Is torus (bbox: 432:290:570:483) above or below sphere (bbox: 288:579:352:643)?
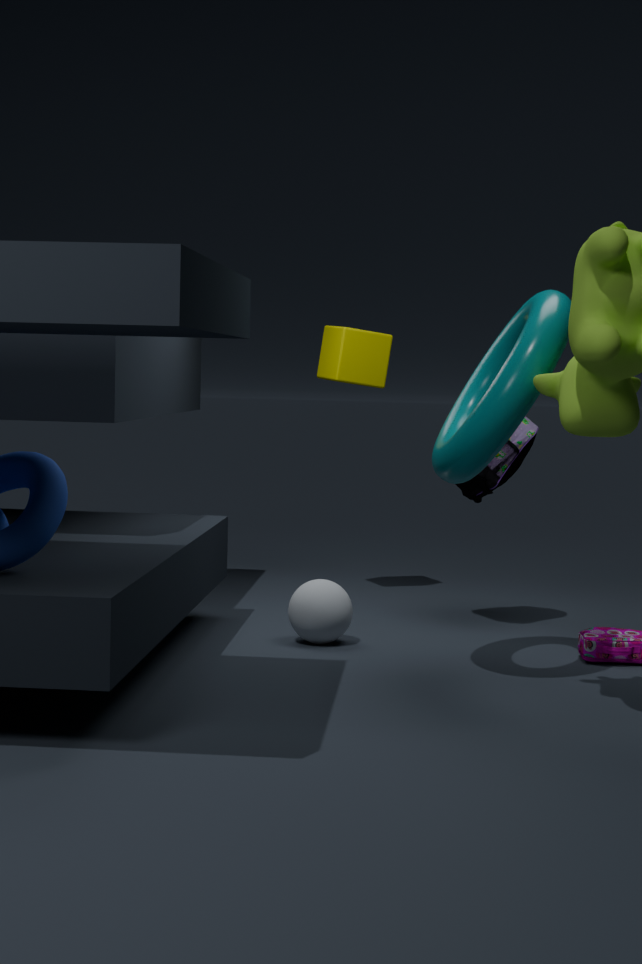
above
